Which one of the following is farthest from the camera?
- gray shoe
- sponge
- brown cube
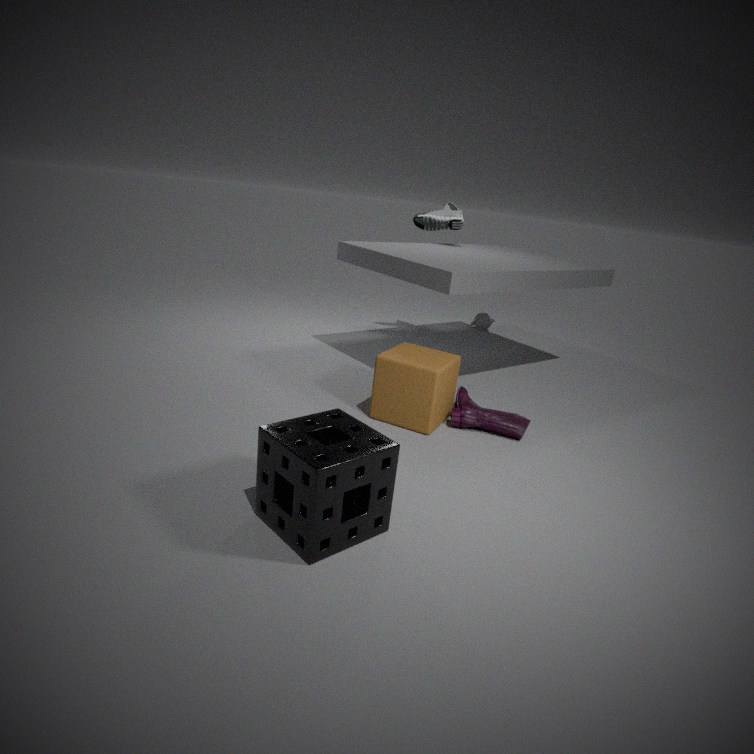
gray shoe
